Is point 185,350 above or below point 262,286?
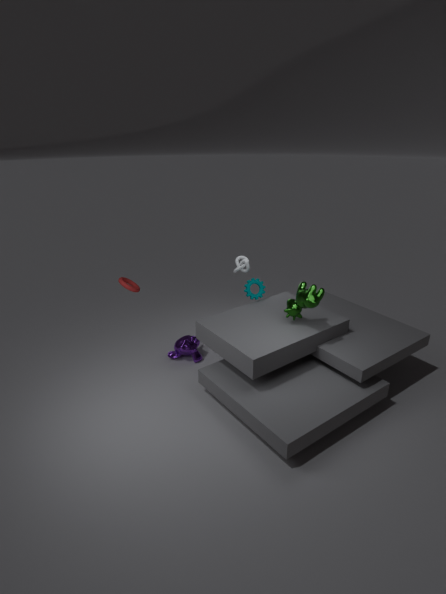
below
